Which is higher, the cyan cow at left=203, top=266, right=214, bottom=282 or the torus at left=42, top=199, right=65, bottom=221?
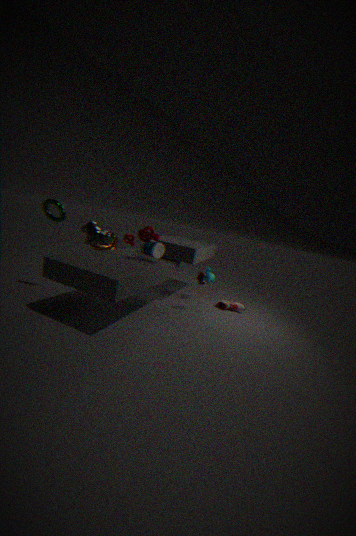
the torus at left=42, top=199, right=65, bottom=221
